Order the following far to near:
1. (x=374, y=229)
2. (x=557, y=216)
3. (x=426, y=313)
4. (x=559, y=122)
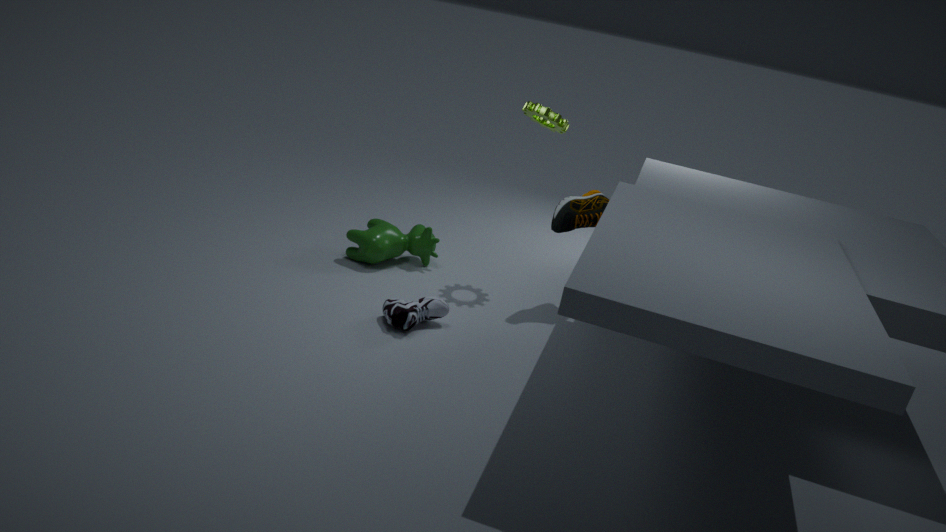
(x=374, y=229) < (x=559, y=122) < (x=557, y=216) < (x=426, y=313)
